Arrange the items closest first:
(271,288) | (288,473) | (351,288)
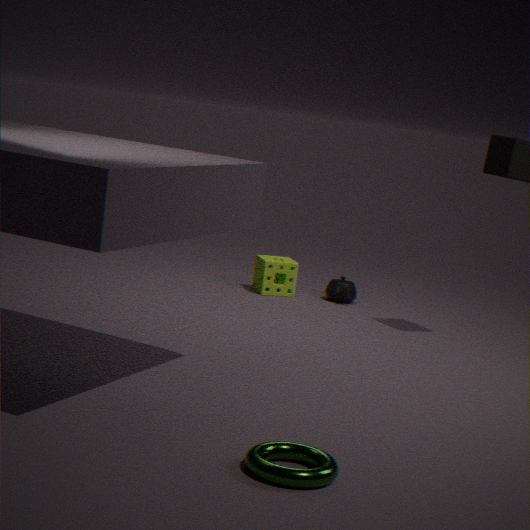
1. (288,473)
2. (271,288)
3. (351,288)
